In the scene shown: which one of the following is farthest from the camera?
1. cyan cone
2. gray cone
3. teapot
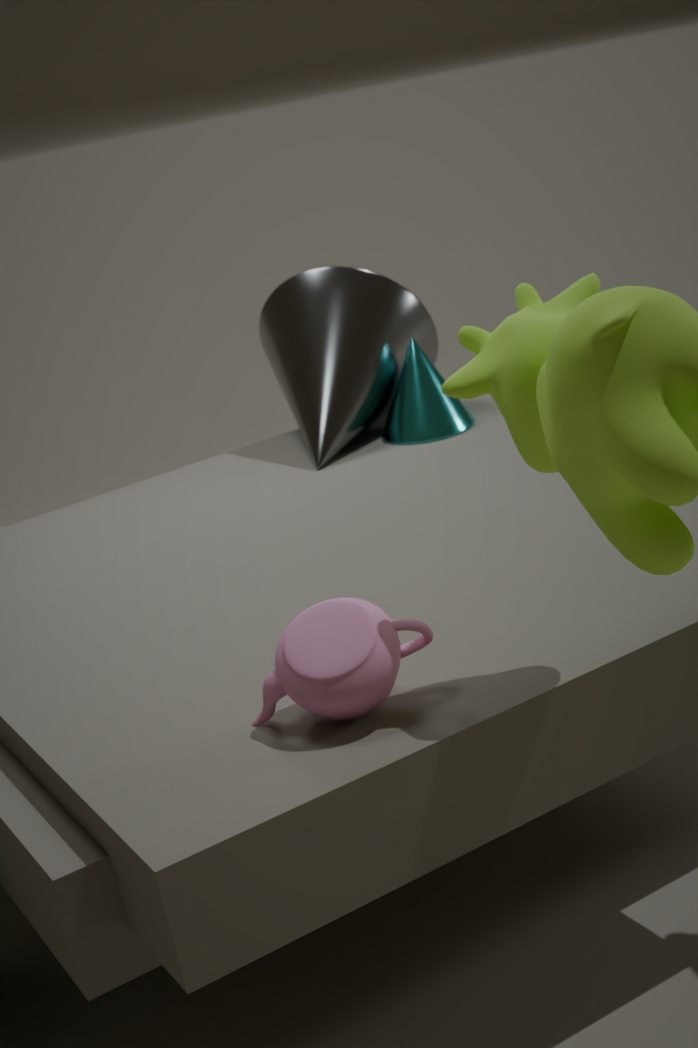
cyan cone
